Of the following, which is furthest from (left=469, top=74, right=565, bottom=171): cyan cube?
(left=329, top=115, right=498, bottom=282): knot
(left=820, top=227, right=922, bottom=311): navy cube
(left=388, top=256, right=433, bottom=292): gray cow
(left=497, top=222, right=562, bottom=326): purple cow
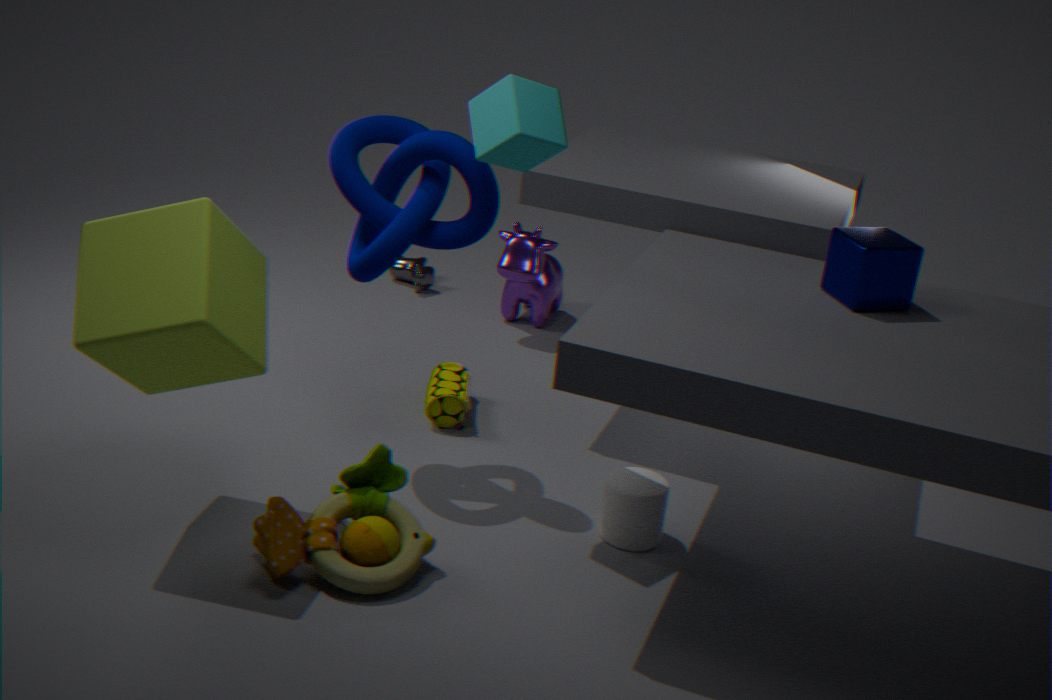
(left=388, top=256, right=433, bottom=292): gray cow
